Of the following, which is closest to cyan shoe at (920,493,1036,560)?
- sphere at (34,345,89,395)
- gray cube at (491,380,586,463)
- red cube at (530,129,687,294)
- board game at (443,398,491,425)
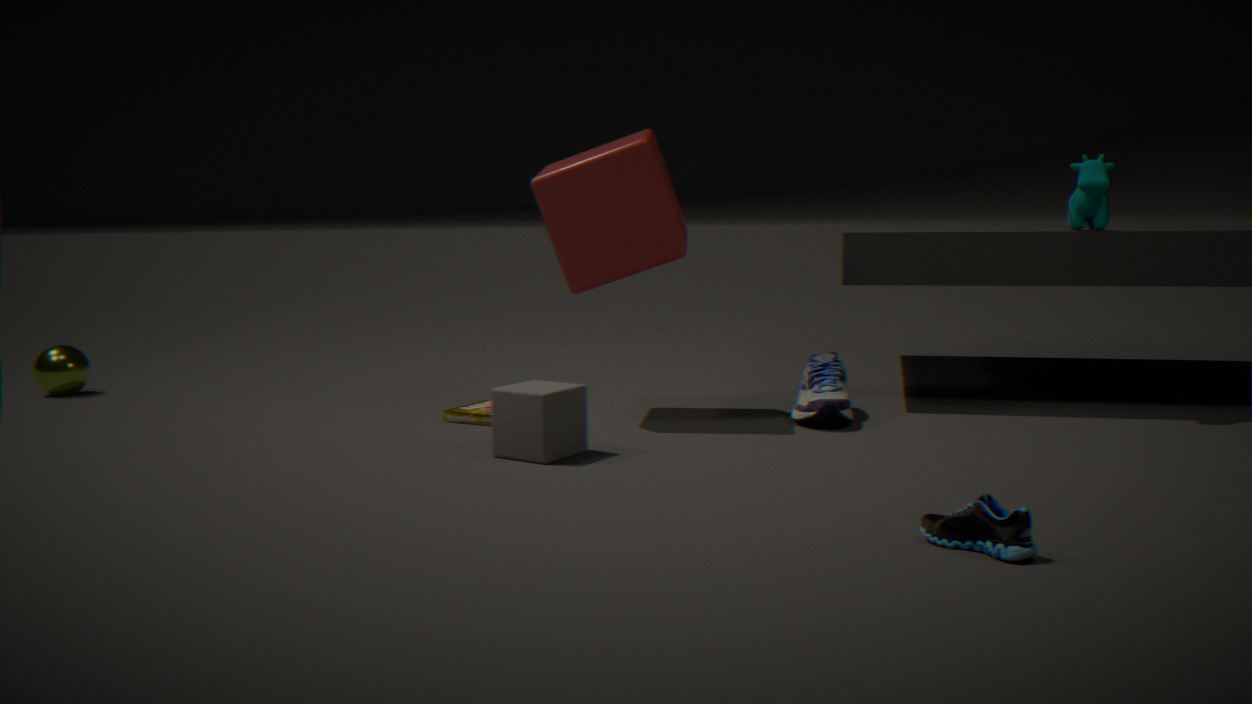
gray cube at (491,380,586,463)
